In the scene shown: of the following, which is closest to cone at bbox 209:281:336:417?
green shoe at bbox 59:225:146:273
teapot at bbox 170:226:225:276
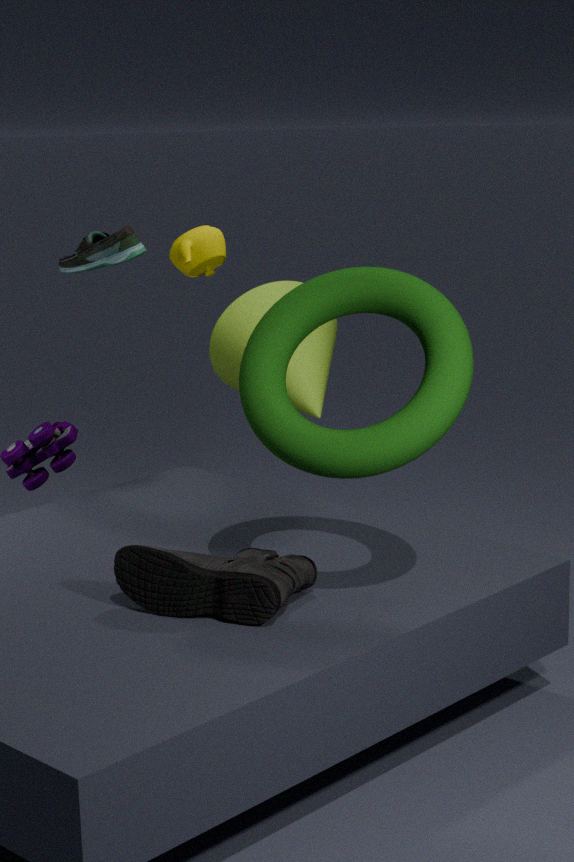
teapot at bbox 170:226:225:276
